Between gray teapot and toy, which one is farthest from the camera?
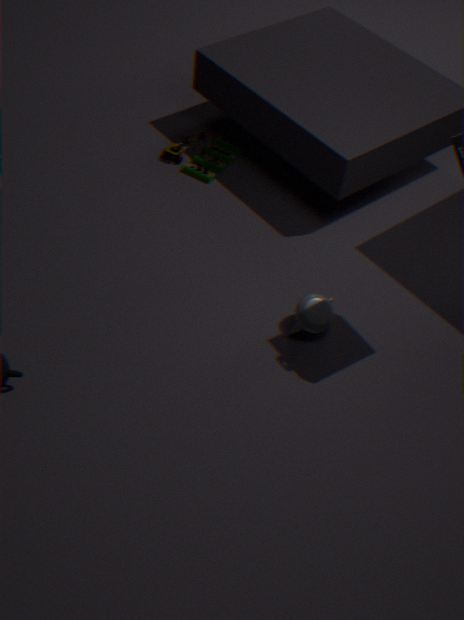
toy
